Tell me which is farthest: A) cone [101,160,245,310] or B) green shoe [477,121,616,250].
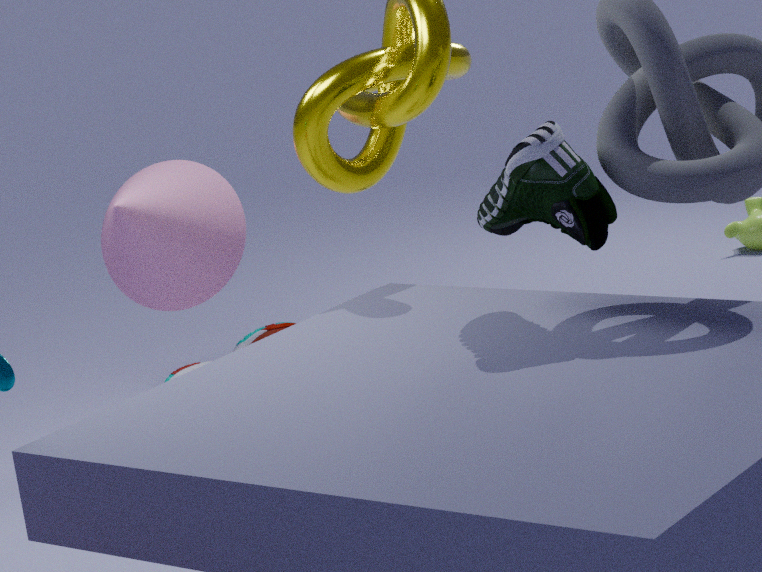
A. cone [101,160,245,310]
